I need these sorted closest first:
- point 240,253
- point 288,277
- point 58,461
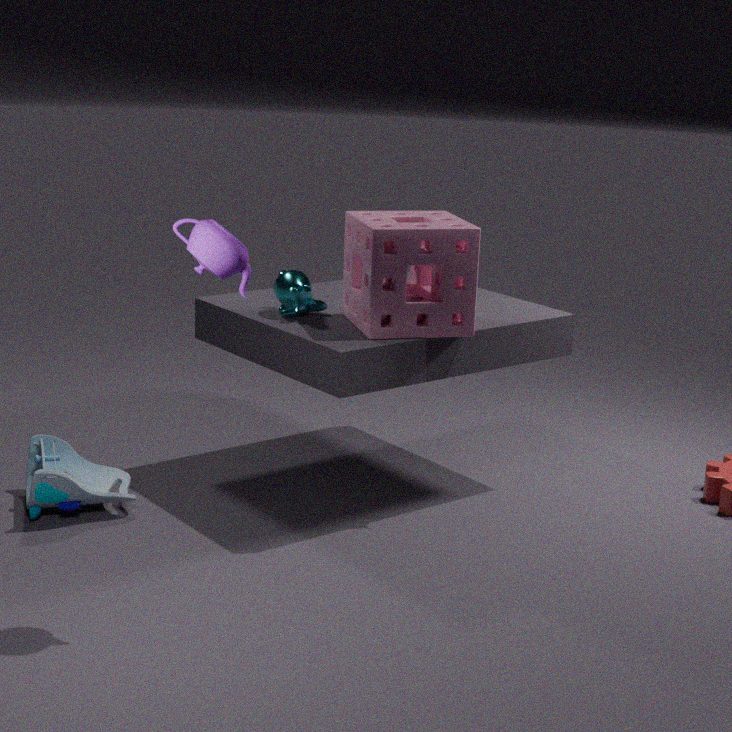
point 240,253 < point 288,277 < point 58,461
